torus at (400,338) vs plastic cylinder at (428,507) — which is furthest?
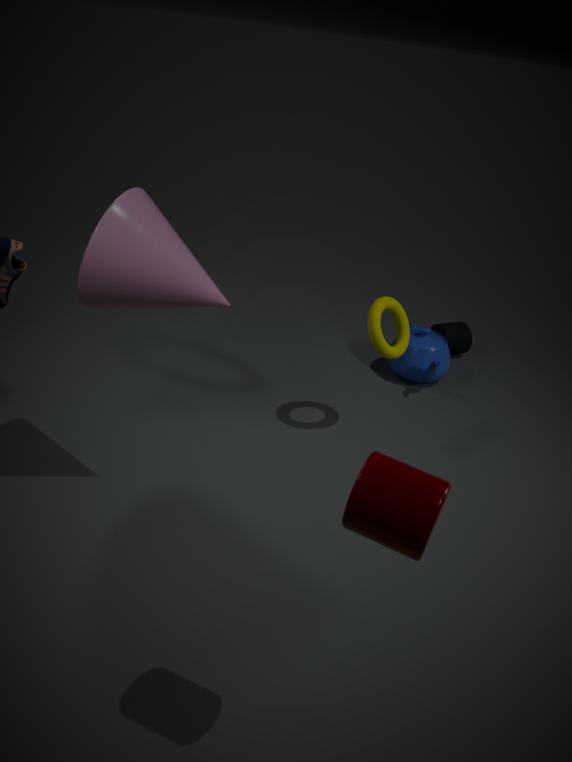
torus at (400,338)
